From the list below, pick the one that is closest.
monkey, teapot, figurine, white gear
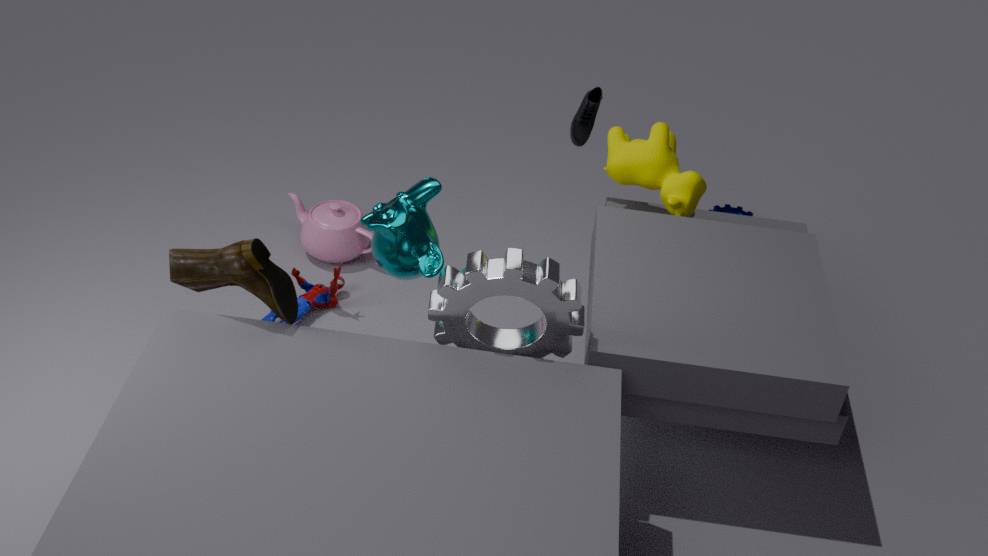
white gear
